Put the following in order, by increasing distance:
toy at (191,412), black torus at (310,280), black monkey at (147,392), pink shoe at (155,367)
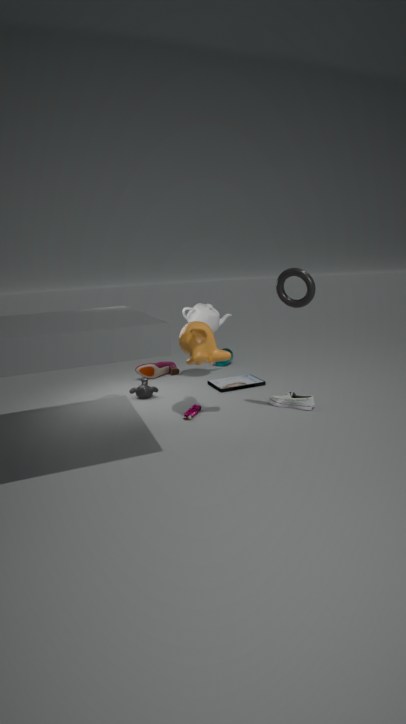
black torus at (310,280) < toy at (191,412) < black monkey at (147,392) < pink shoe at (155,367)
